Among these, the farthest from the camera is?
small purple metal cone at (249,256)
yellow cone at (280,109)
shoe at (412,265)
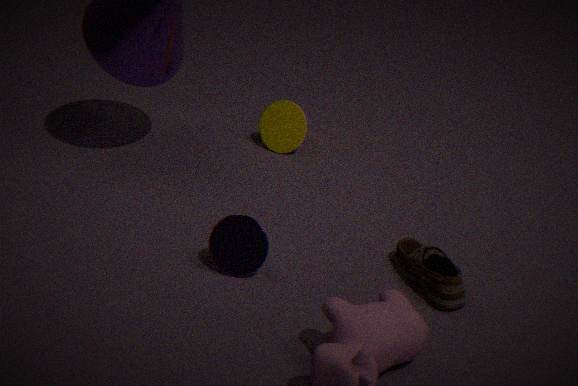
yellow cone at (280,109)
